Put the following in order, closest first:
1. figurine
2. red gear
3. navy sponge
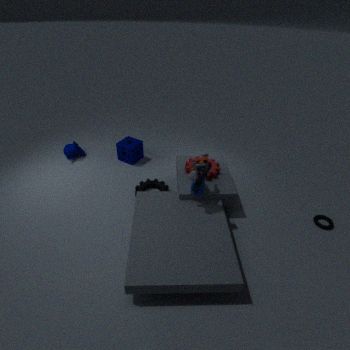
figurine, red gear, navy sponge
